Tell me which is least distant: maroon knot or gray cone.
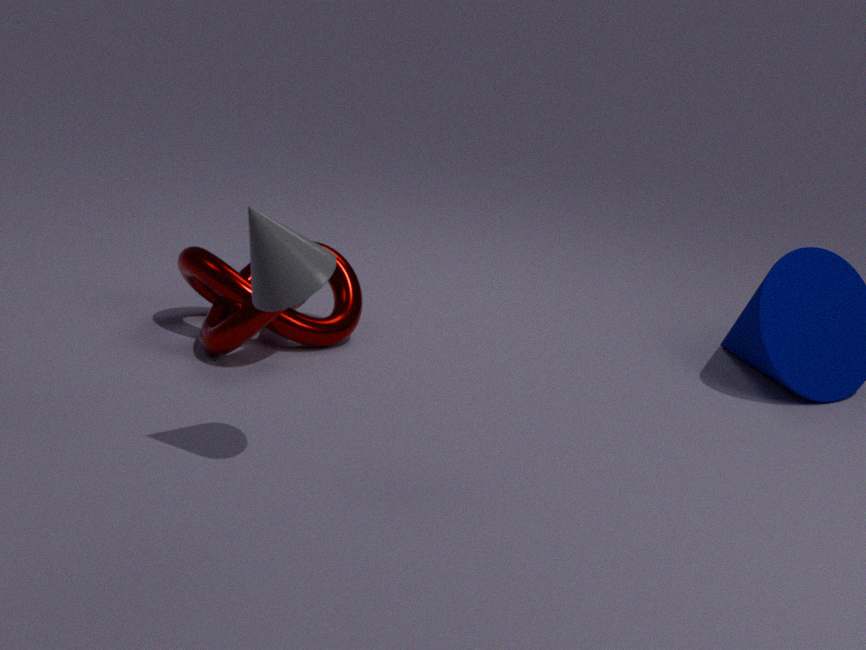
gray cone
